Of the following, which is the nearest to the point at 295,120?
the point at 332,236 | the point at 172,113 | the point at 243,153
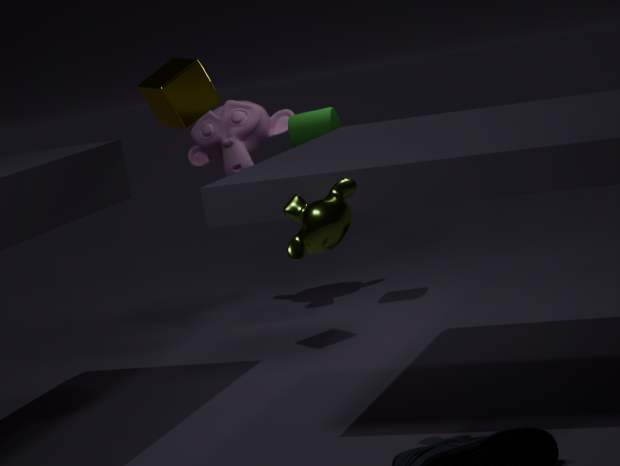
the point at 243,153
